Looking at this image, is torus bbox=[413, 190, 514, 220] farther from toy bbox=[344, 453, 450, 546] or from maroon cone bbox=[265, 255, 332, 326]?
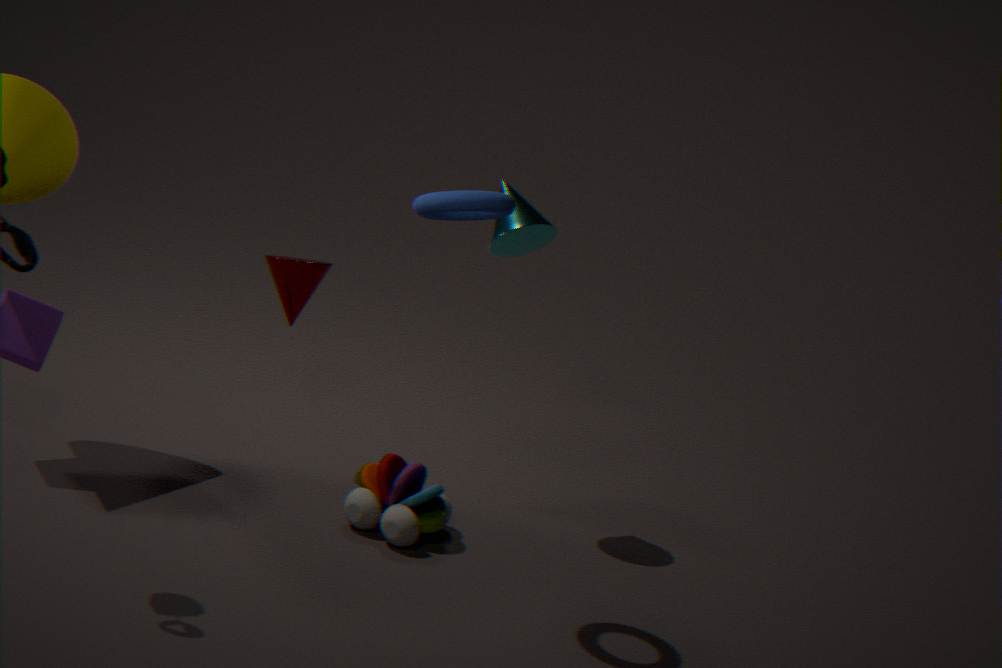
toy bbox=[344, 453, 450, 546]
